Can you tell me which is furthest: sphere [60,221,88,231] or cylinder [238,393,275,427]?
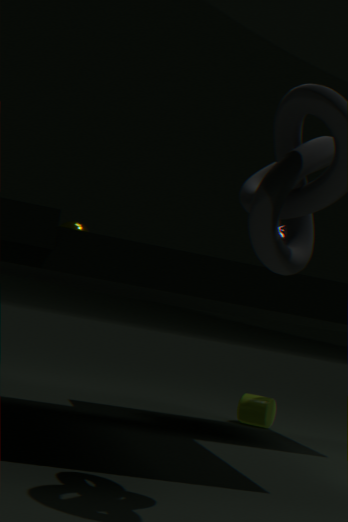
→ cylinder [238,393,275,427]
